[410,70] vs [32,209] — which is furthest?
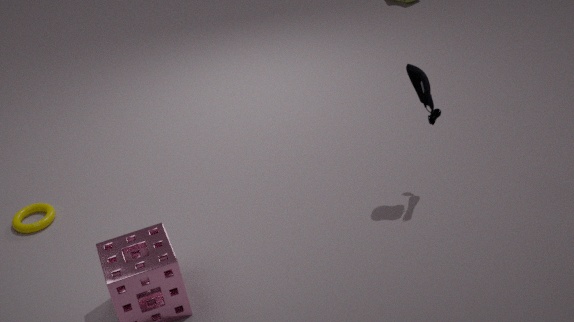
[32,209]
